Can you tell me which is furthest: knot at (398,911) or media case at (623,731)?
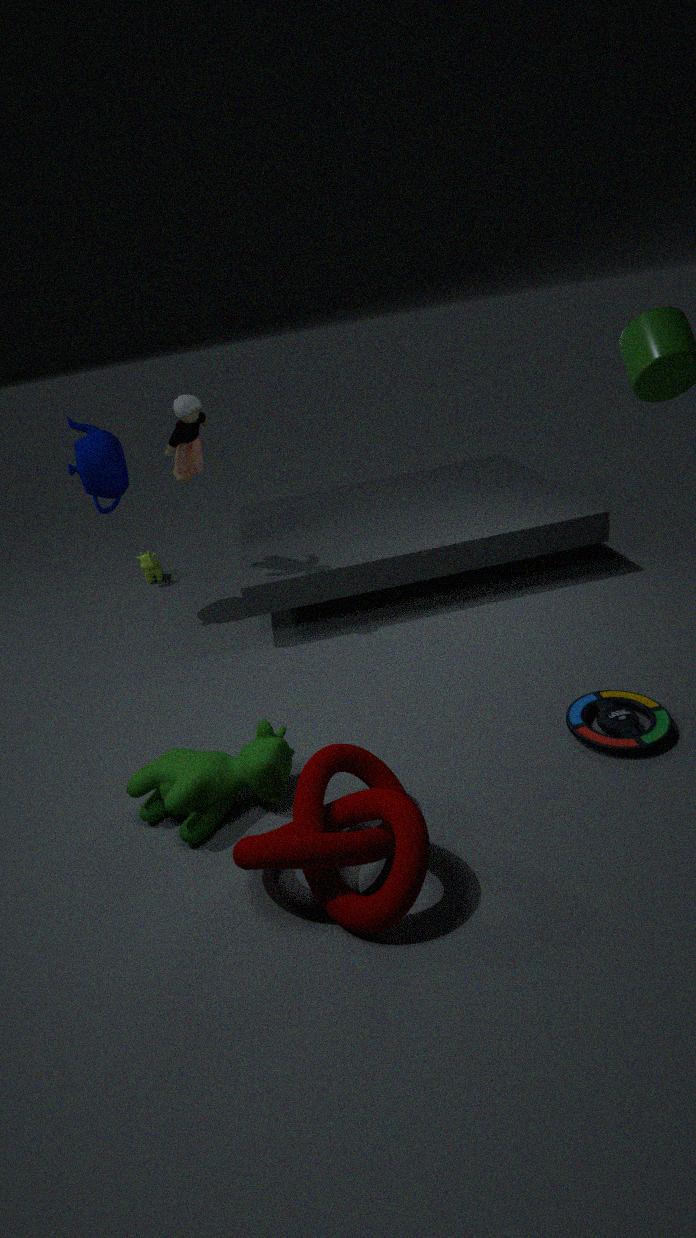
media case at (623,731)
